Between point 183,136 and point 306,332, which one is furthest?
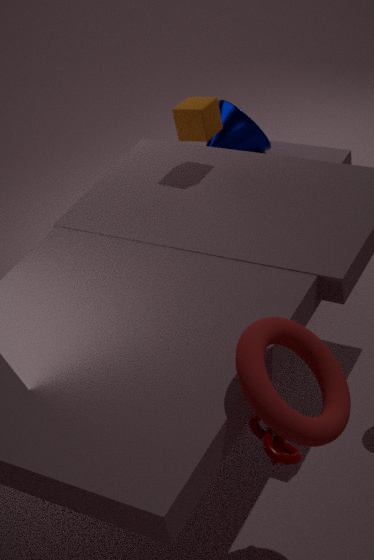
point 183,136
